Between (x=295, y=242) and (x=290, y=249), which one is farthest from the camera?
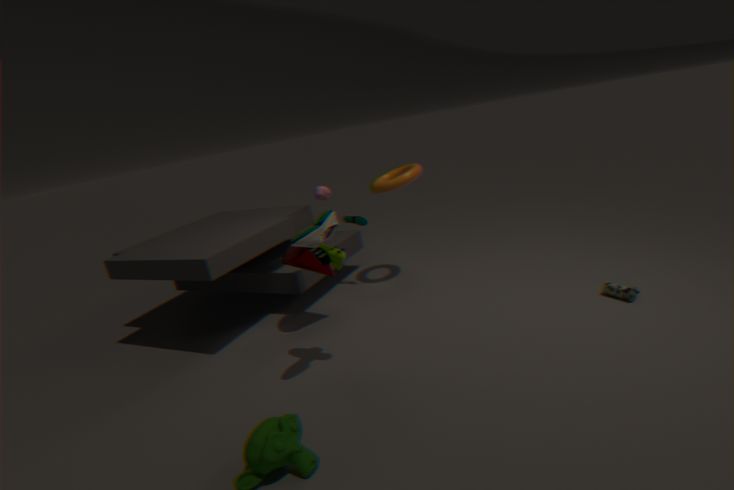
(x=290, y=249)
